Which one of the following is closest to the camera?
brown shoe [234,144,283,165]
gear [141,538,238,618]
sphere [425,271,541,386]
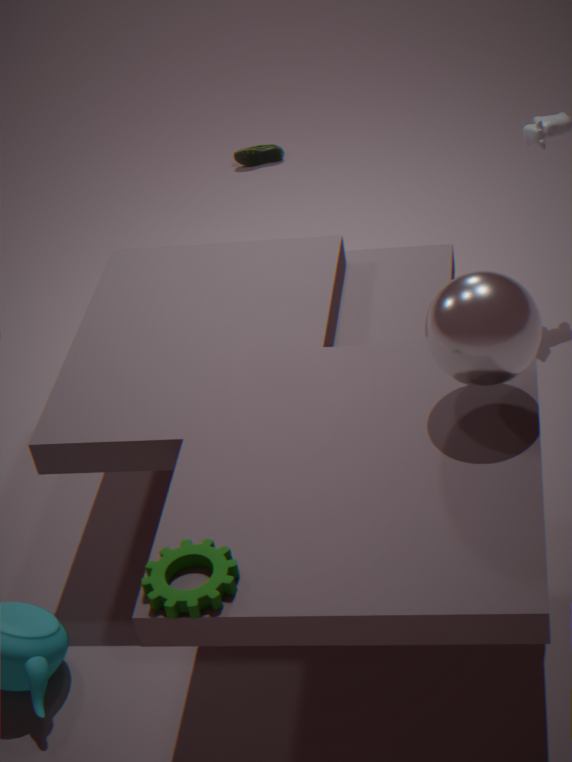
gear [141,538,238,618]
